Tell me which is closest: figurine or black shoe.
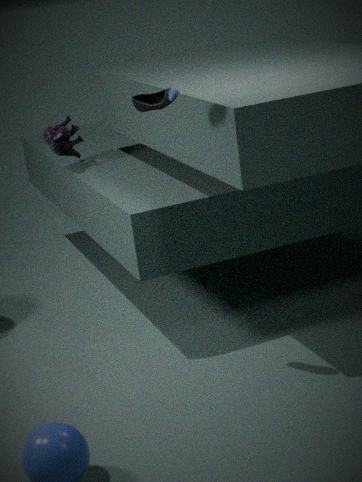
black shoe
